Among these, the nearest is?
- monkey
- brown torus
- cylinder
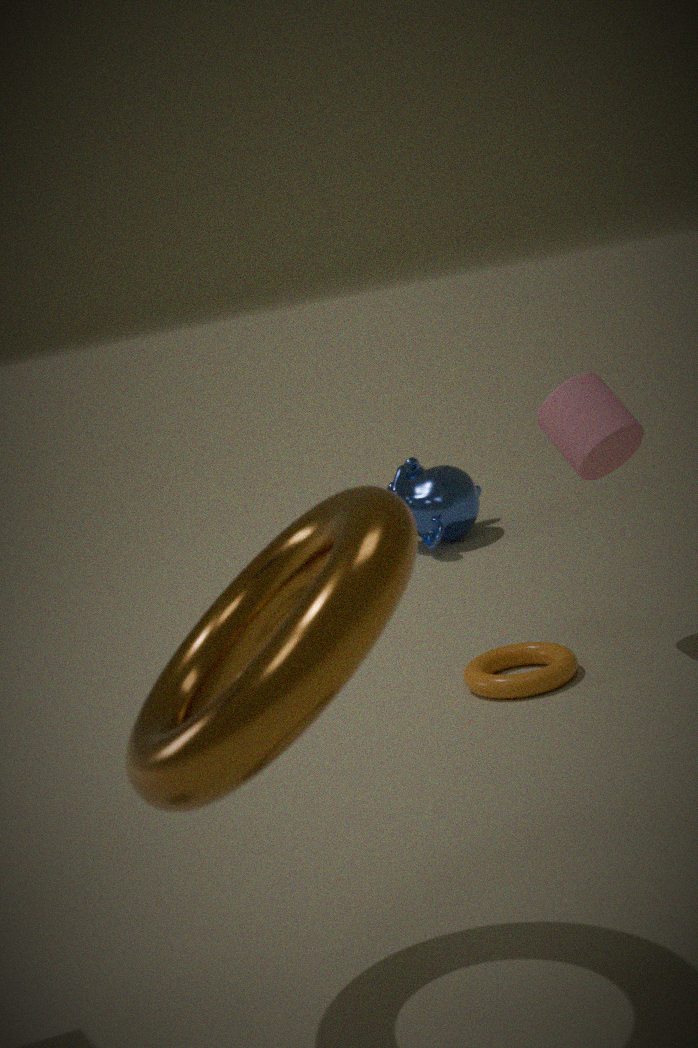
brown torus
